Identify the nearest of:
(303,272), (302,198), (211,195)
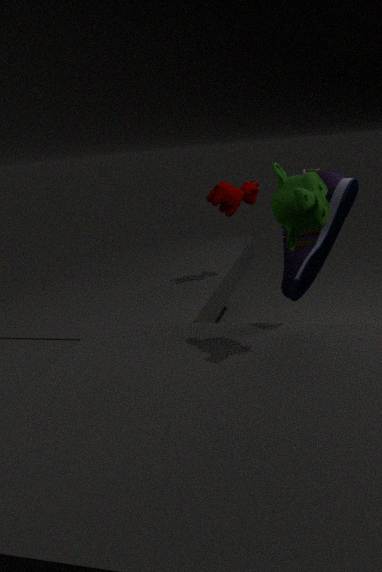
(302,198)
